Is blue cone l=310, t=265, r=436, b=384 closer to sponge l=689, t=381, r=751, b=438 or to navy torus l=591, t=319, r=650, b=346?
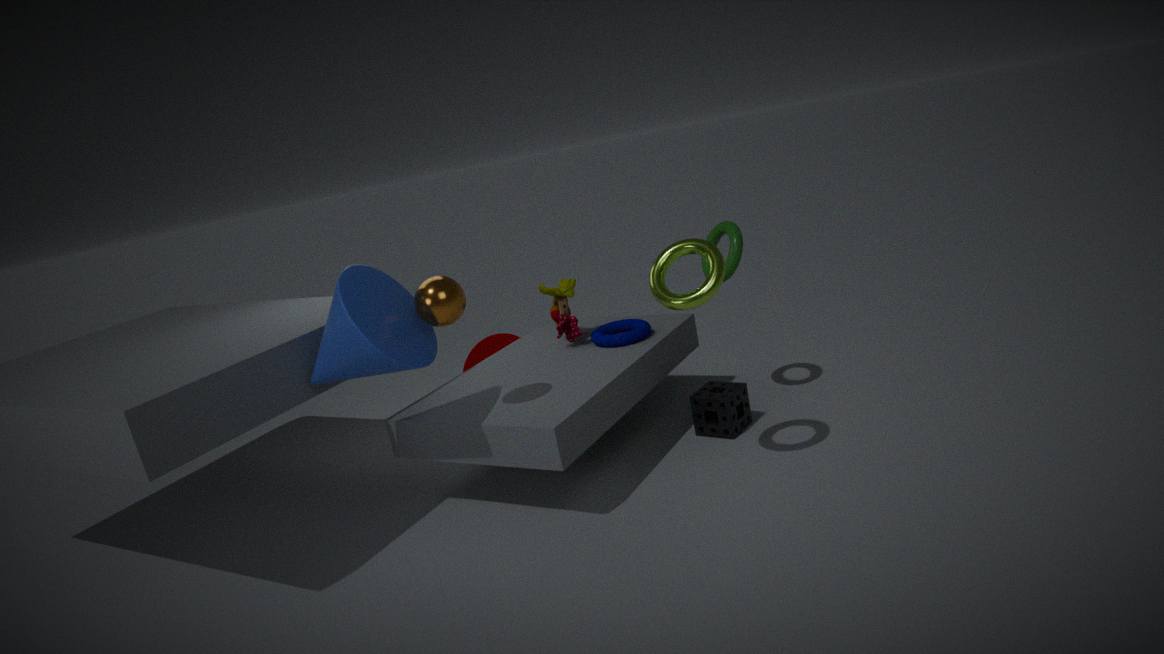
navy torus l=591, t=319, r=650, b=346
